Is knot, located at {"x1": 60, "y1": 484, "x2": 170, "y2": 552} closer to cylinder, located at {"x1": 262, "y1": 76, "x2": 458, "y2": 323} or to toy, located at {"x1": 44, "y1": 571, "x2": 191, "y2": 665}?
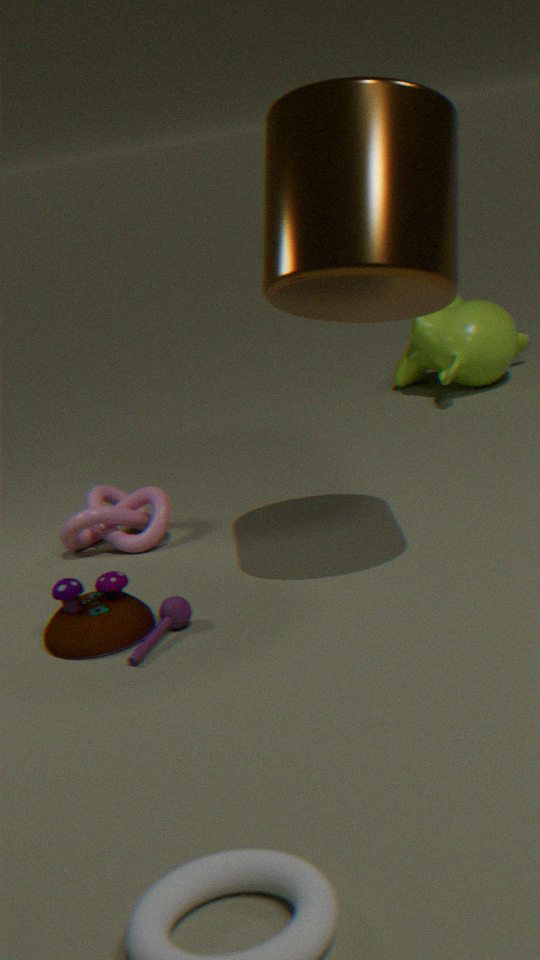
toy, located at {"x1": 44, "y1": 571, "x2": 191, "y2": 665}
